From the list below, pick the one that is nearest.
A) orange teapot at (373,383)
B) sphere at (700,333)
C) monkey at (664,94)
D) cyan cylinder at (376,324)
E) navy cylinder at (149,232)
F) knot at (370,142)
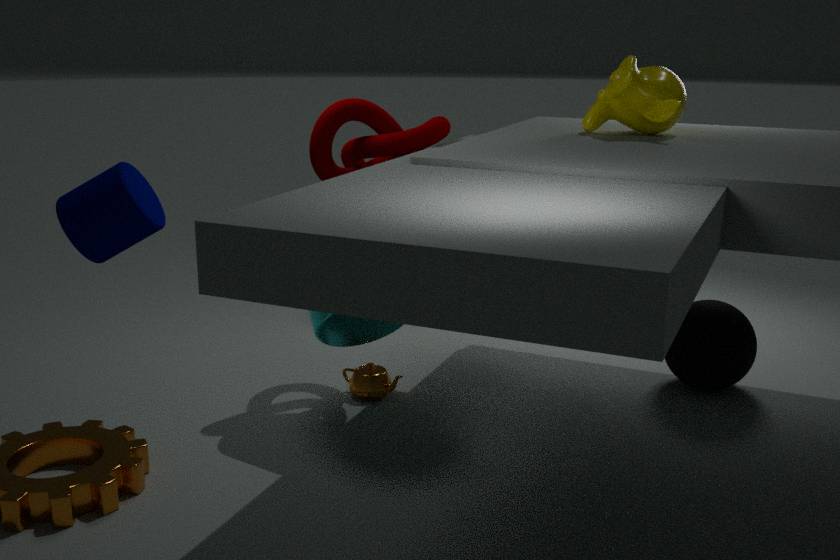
navy cylinder at (149,232)
